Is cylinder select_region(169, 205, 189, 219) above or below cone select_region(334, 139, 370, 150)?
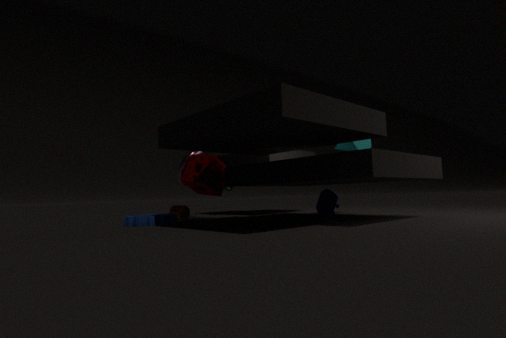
below
